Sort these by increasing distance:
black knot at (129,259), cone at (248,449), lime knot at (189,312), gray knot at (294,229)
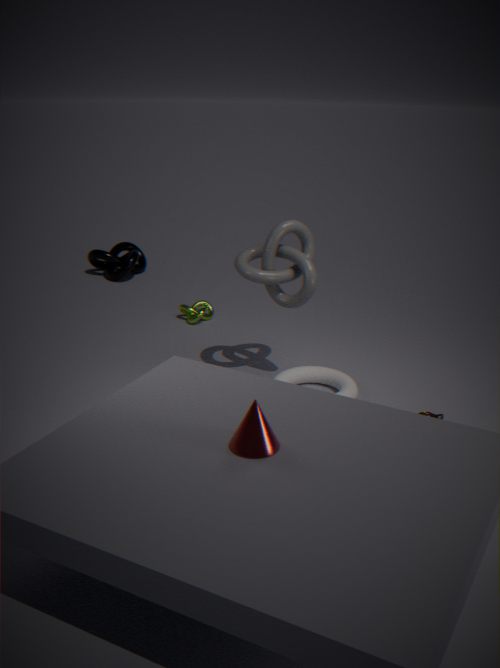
cone at (248,449) → gray knot at (294,229) → lime knot at (189,312) → black knot at (129,259)
